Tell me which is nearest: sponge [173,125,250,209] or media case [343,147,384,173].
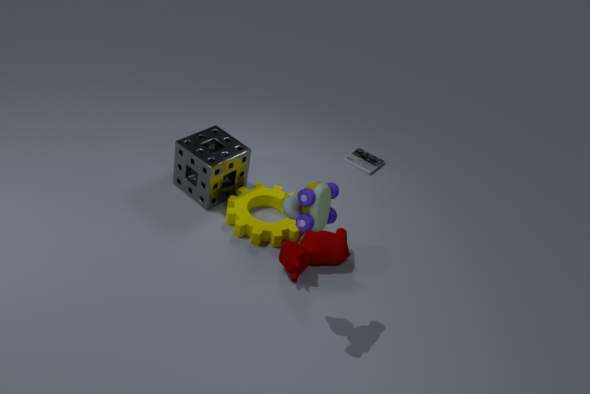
sponge [173,125,250,209]
